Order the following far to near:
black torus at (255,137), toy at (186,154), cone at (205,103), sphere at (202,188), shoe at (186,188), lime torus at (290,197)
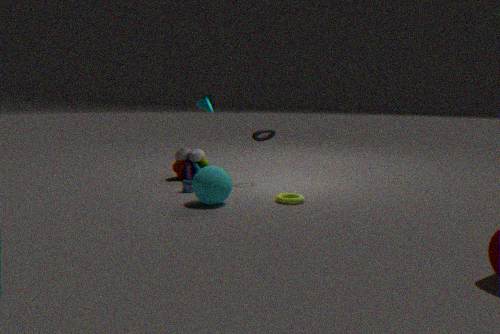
cone at (205,103), toy at (186,154), black torus at (255,137), shoe at (186,188), lime torus at (290,197), sphere at (202,188)
